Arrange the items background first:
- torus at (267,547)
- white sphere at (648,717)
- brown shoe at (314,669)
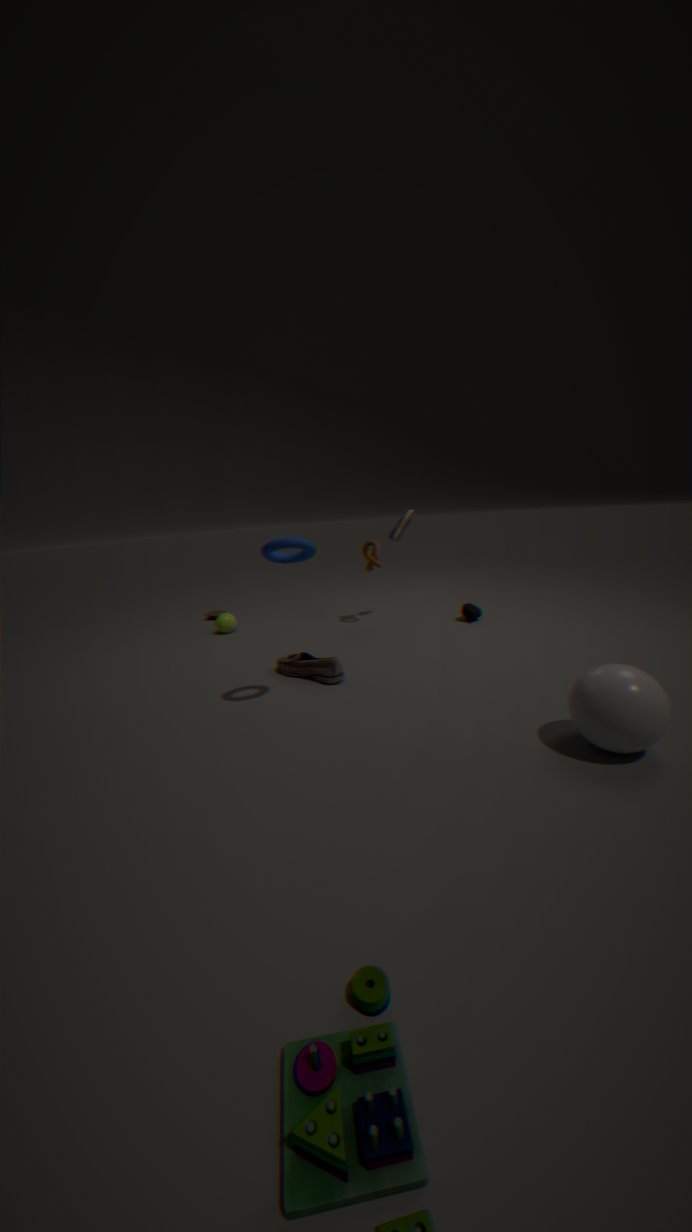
1. brown shoe at (314,669)
2. torus at (267,547)
3. white sphere at (648,717)
